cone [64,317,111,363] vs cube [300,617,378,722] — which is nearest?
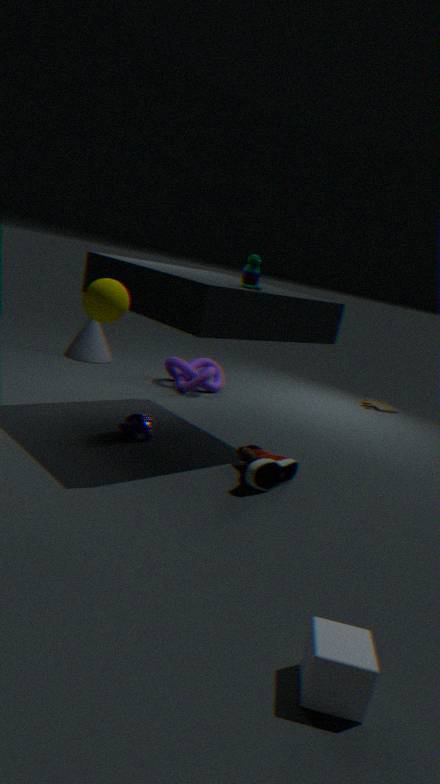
cube [300,617,378,722]
